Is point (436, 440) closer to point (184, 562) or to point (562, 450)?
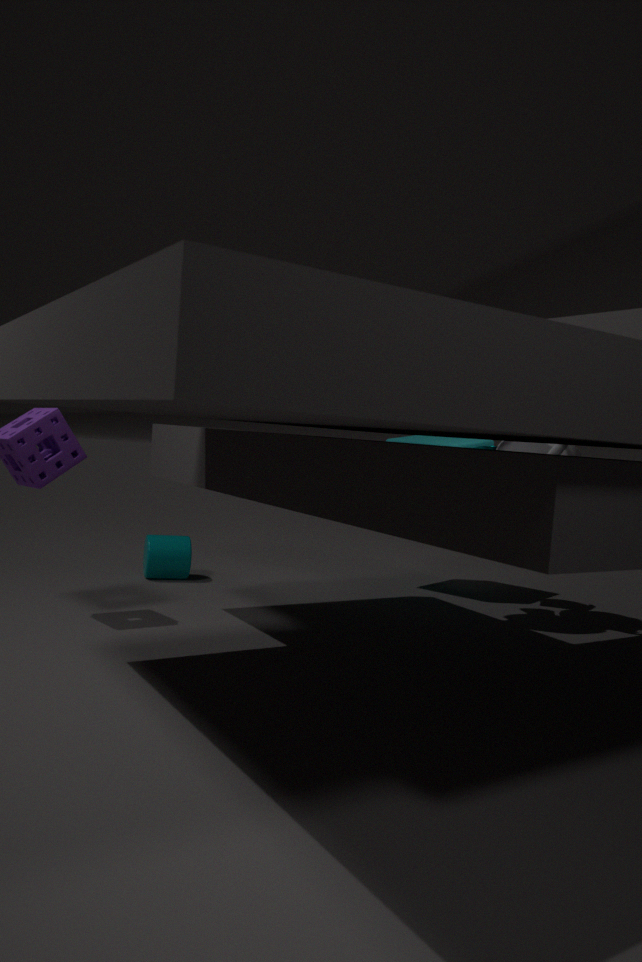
point (562, 450)
